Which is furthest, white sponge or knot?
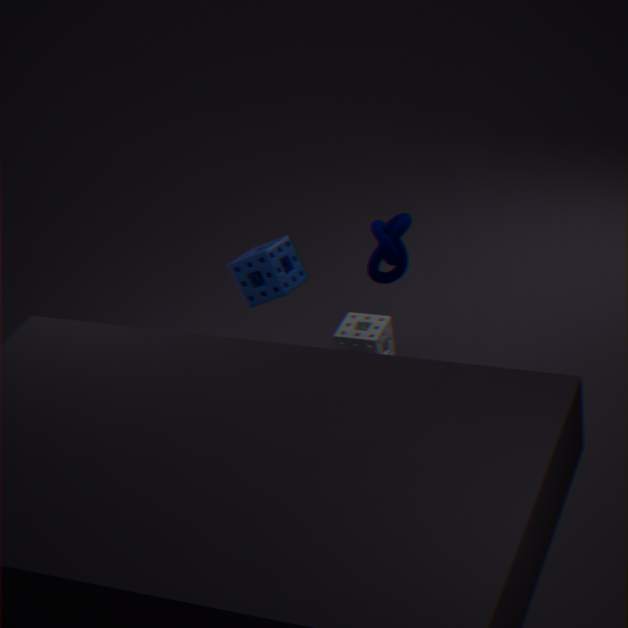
white sponge
